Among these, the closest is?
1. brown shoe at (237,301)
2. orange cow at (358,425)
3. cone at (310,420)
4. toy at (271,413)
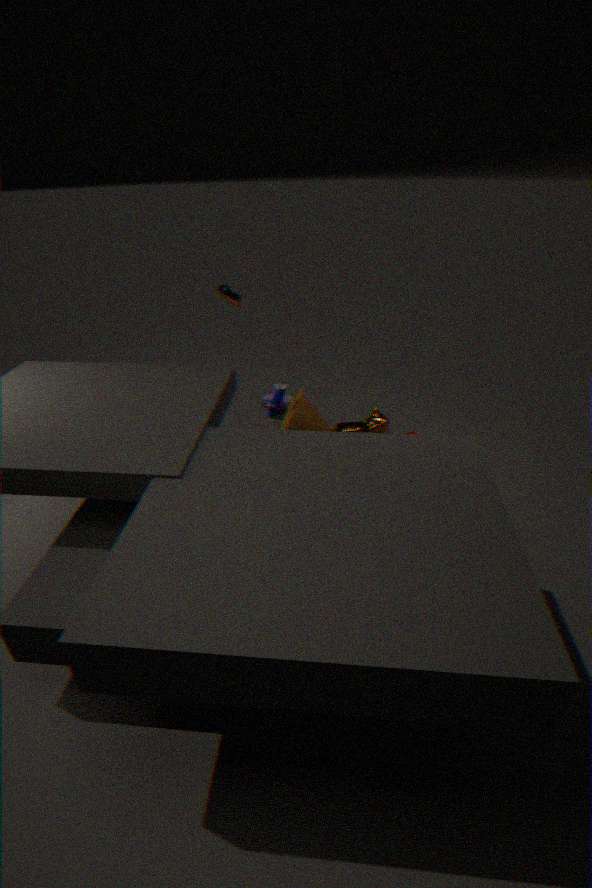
brown shoe at (237,301)
